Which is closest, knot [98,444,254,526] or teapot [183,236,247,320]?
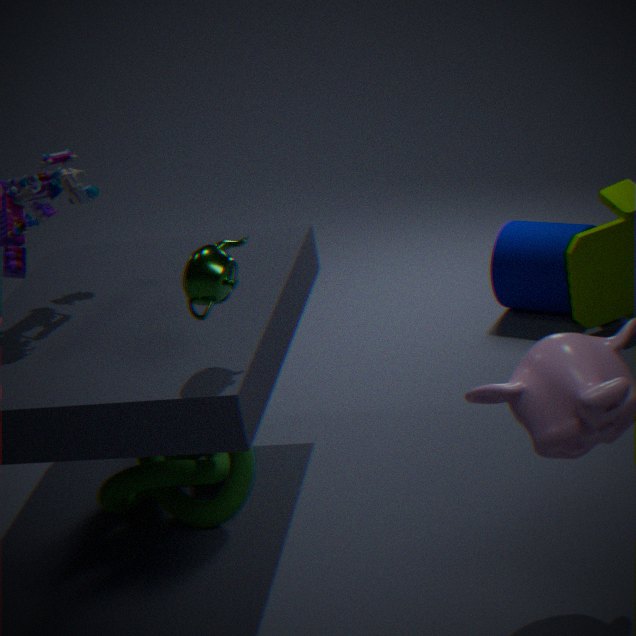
teapot [183,236,247,320]
